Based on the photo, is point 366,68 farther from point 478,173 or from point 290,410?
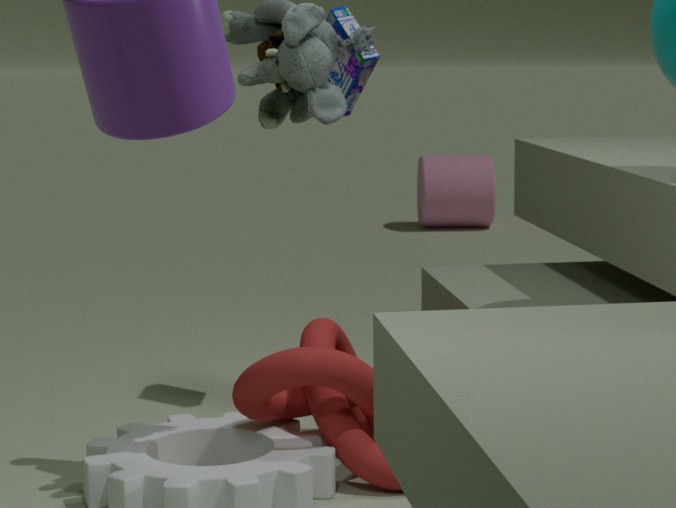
point 478,173
